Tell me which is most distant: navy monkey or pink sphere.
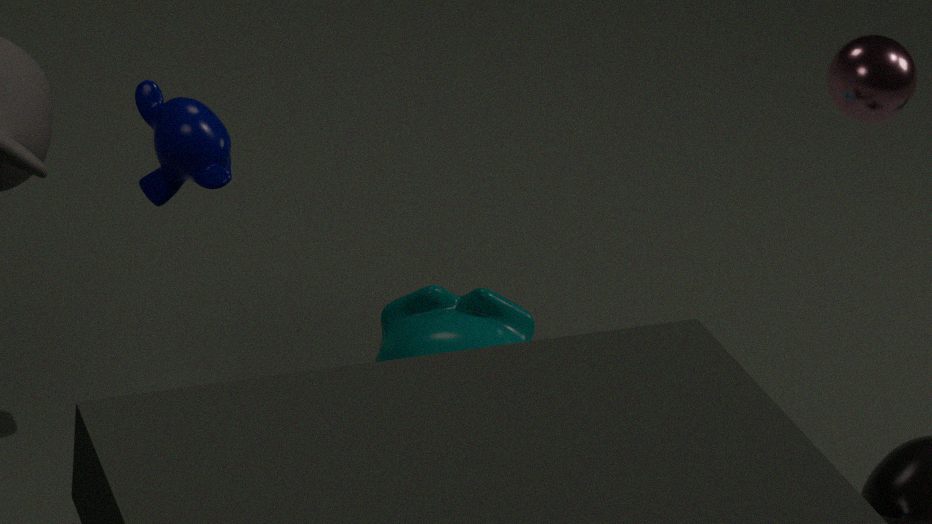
pink sphere
